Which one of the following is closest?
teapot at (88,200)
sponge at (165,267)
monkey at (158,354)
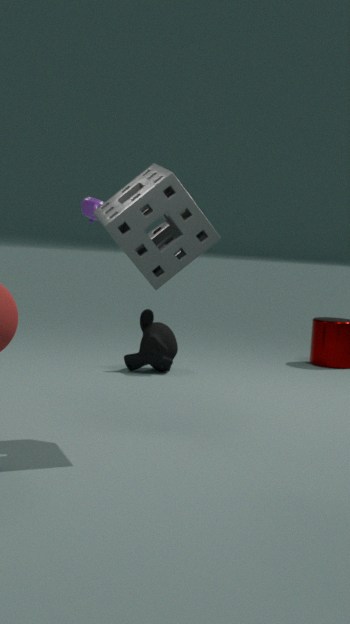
sponge at (165,267)
